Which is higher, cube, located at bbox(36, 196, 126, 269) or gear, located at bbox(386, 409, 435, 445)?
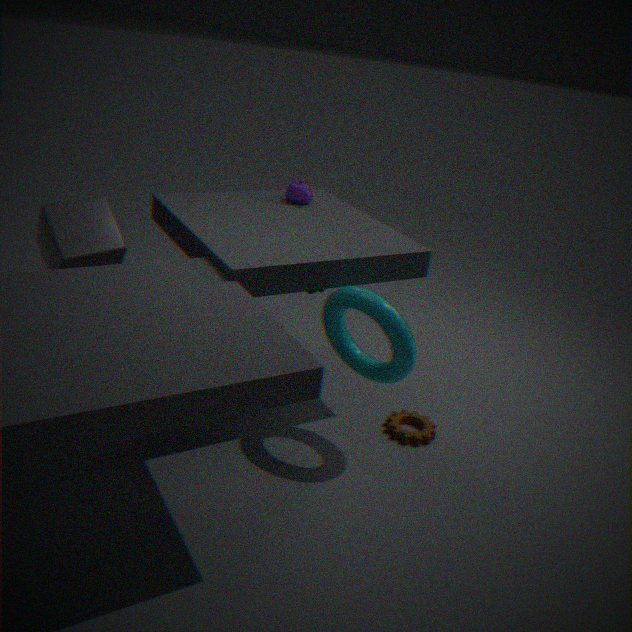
A: cube, located at bbox(36, 196, 126, 269)
